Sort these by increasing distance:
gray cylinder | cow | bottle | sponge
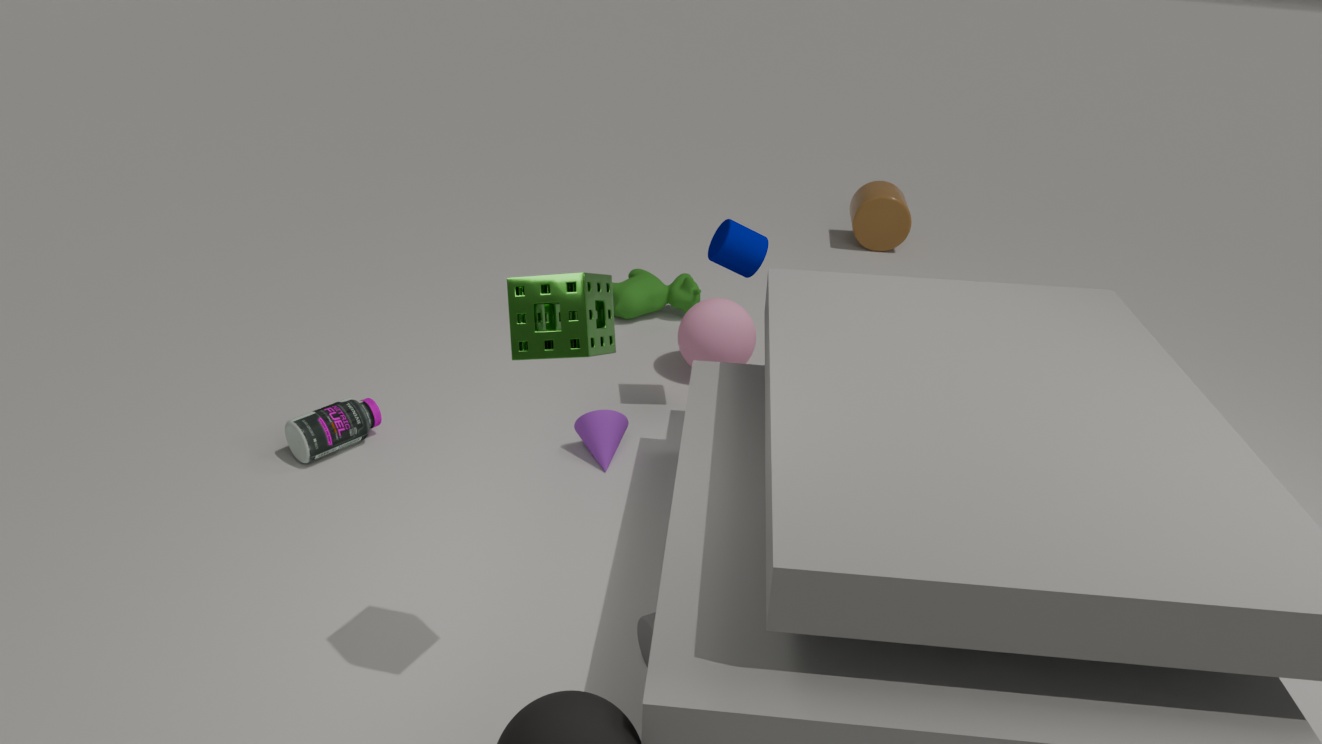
sponge, gray cylinder, bottle, cow
